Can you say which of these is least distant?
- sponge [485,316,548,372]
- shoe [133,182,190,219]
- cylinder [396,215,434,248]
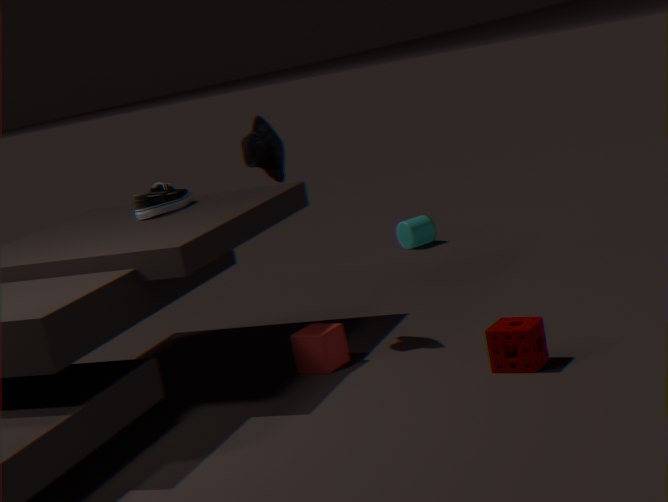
sponge [485,316,548,372]
